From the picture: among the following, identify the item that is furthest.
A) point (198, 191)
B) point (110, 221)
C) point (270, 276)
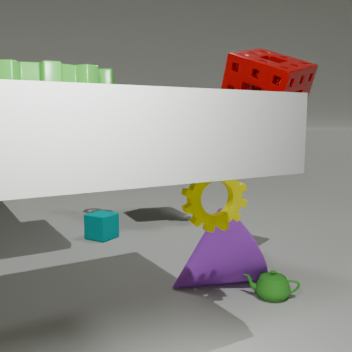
B. point (110, 221)
